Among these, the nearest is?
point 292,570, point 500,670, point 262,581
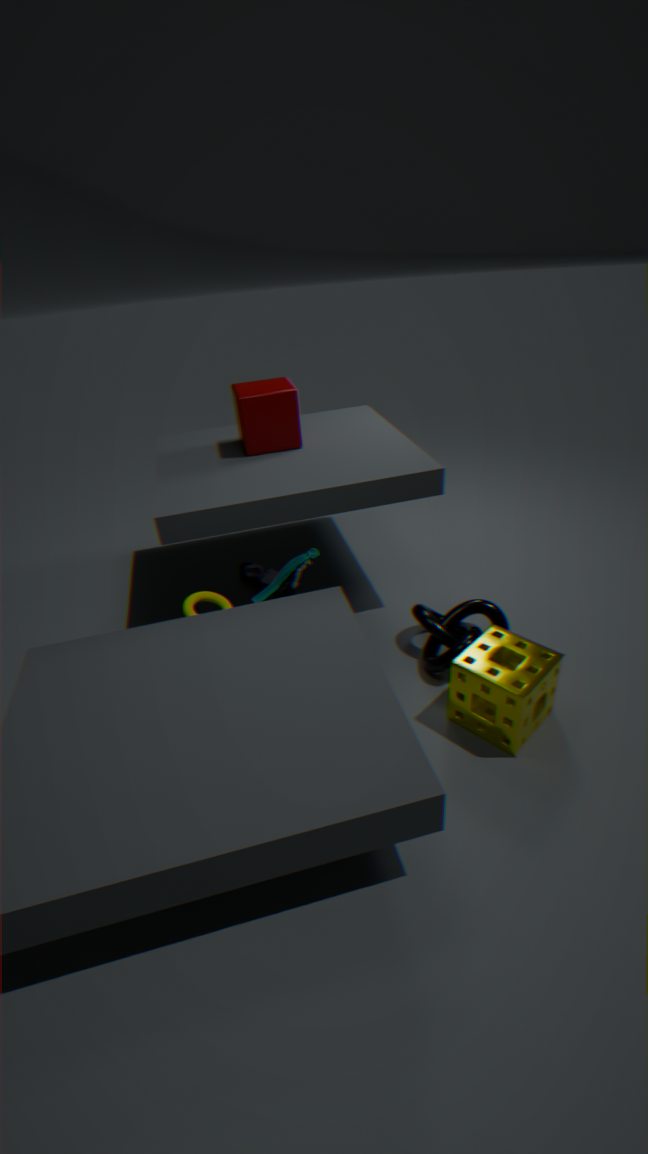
point 500,670
